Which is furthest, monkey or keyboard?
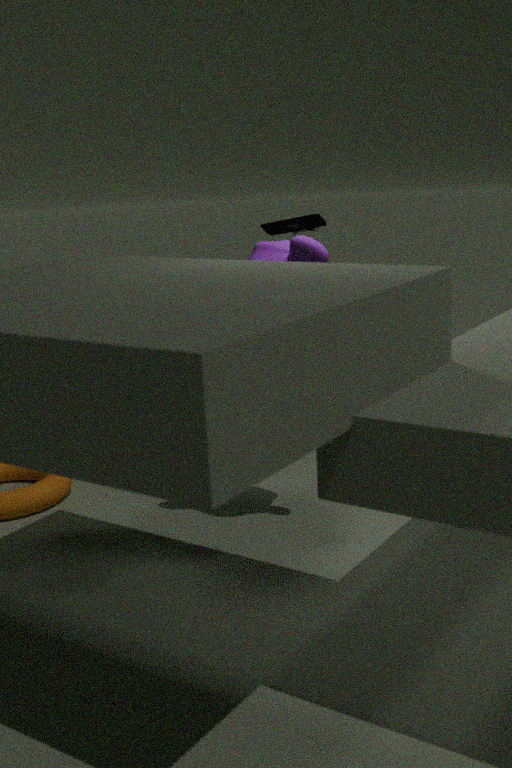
keyboard
